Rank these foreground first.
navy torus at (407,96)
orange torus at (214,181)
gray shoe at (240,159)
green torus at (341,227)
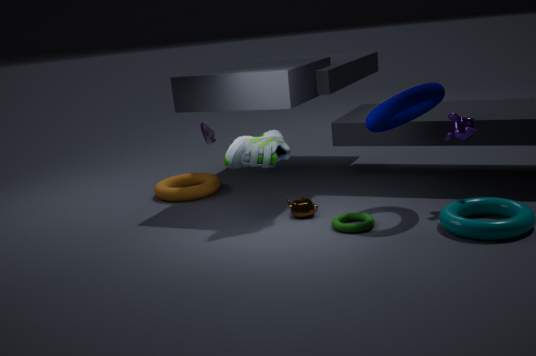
navy torus at (407,96) < green torus at (341,227) < gray shoe at (240,159) < orange torus at (214,181)
